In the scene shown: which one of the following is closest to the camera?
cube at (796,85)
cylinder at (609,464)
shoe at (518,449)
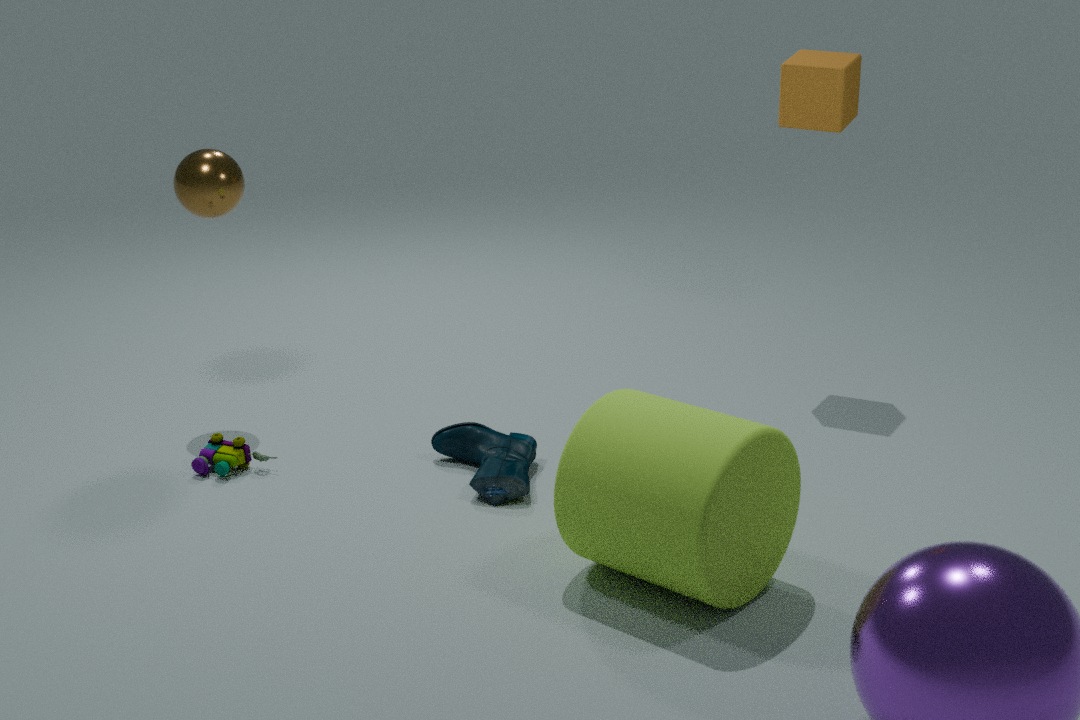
cylinder at (609,464)
